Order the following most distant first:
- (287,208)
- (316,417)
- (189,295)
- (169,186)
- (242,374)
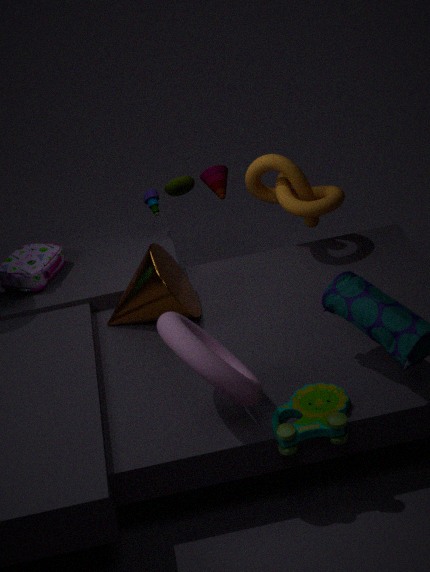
(169,186), (287,208), (189,295), (316,417), (242,374)
